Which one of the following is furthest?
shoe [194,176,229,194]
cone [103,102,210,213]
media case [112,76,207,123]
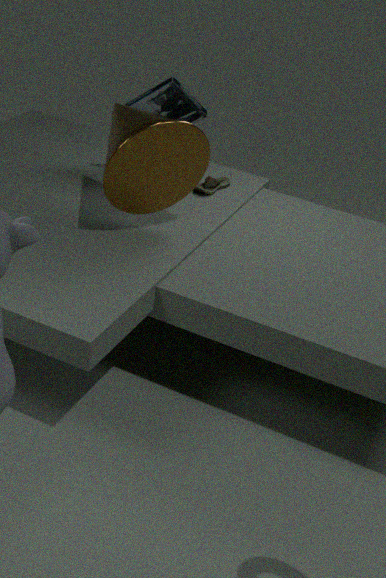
shoe [194,176,229,194]
